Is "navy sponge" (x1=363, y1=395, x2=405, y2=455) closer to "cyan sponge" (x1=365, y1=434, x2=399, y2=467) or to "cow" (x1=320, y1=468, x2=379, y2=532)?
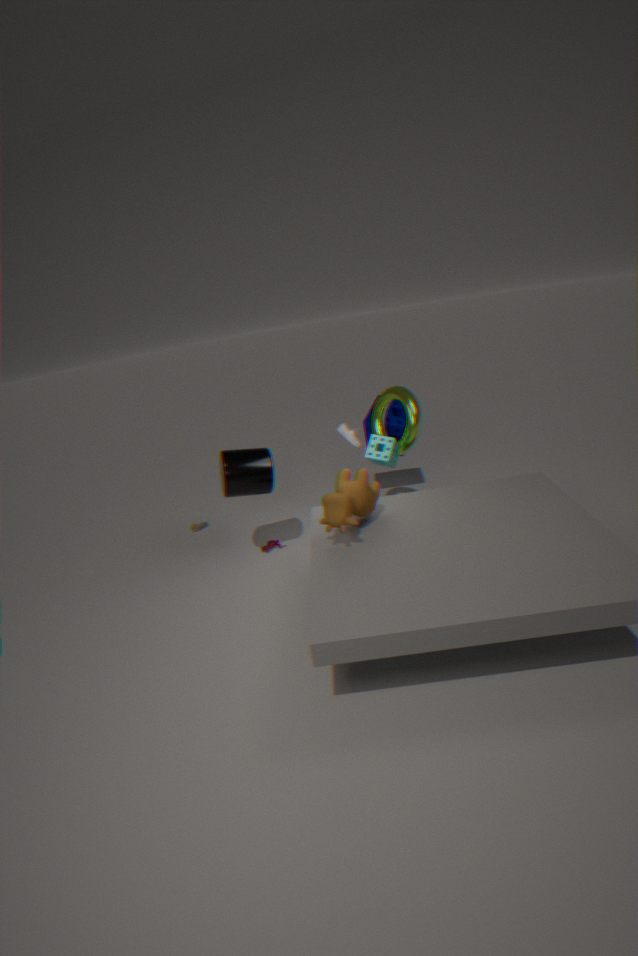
"cyan sponge" (x1=365, y1=434, x2=399, y2=467)
